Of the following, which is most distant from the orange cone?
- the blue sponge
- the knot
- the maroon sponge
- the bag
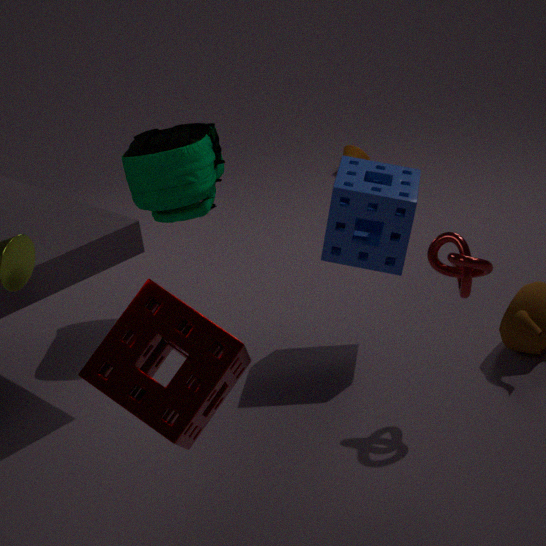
the maroon sponge
